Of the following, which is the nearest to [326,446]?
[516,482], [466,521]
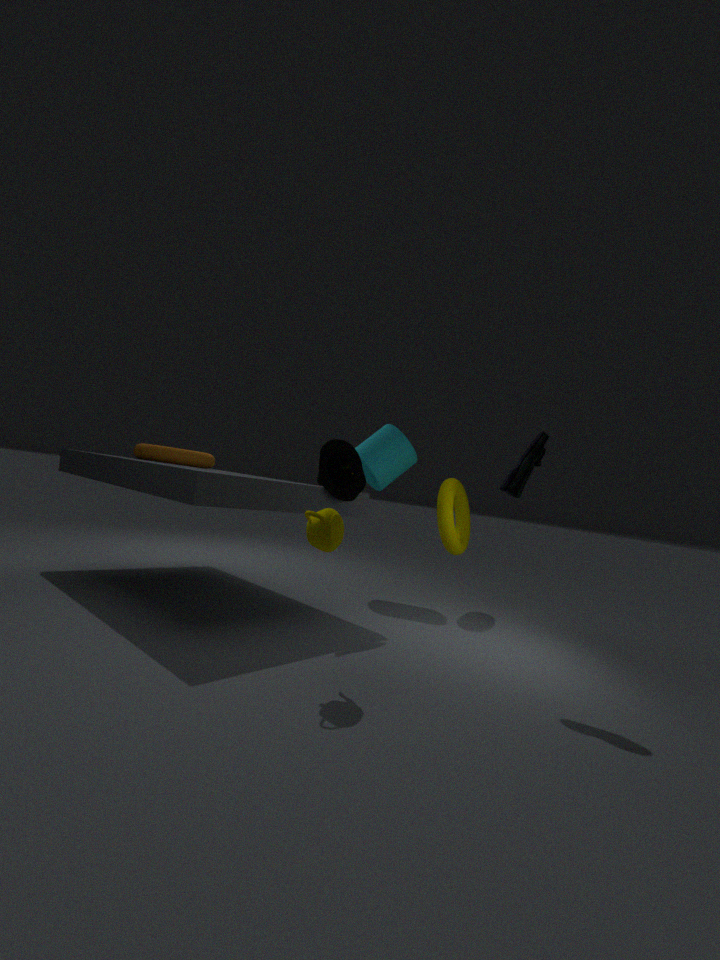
[516,482]
